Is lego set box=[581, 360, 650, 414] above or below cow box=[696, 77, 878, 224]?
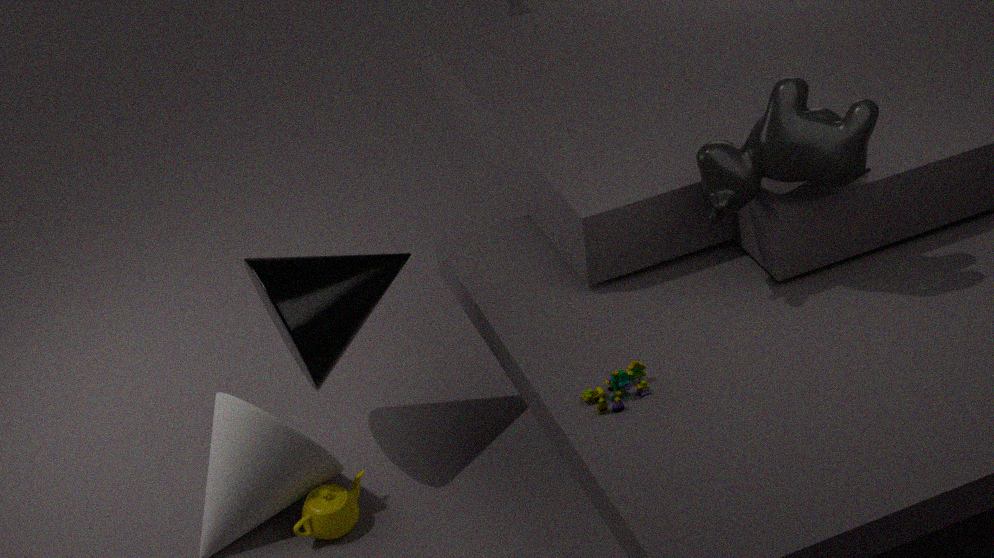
below
